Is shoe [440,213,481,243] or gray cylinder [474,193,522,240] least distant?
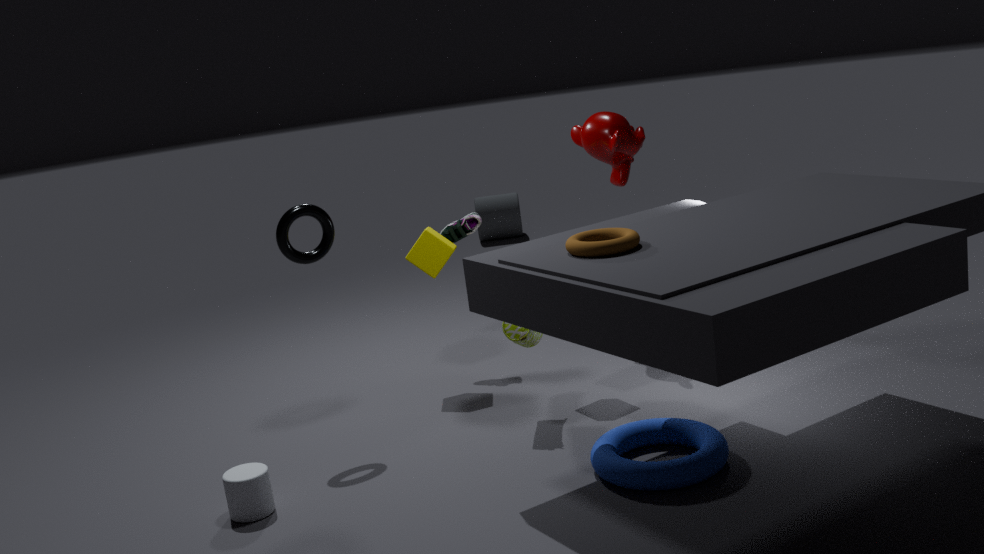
shoe [440,213,481,243]
